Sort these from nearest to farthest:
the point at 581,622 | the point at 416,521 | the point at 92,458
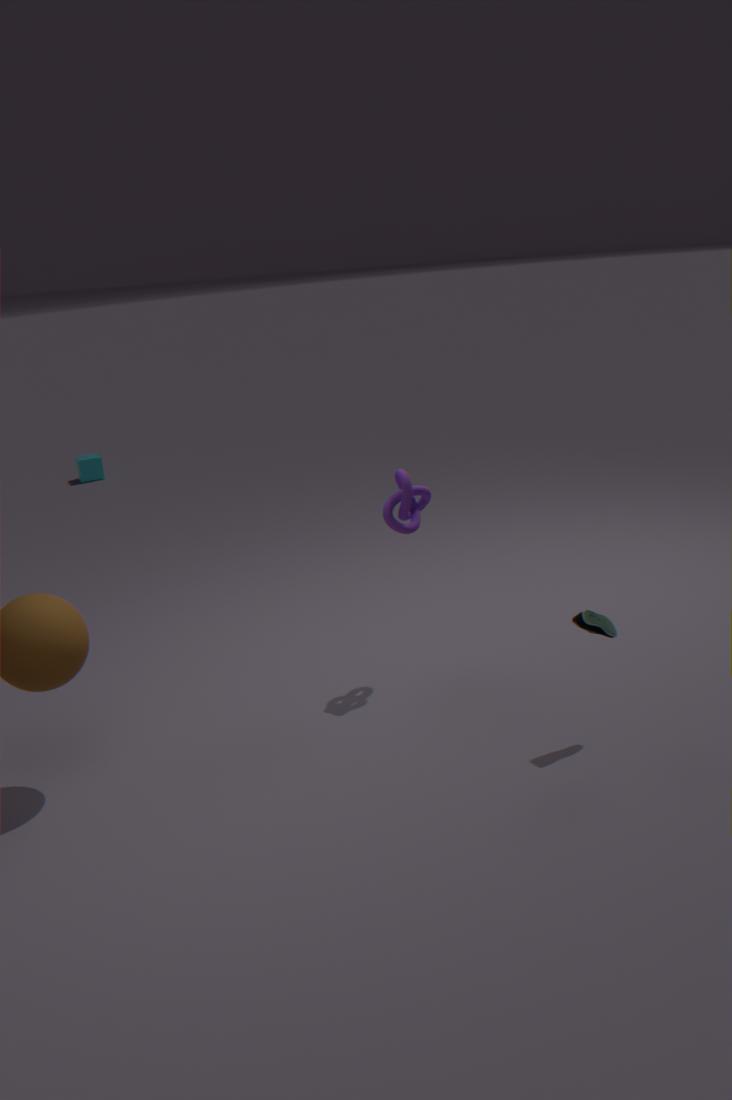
the point at 581,622 < the point at 416,521 < the point at 92,458
